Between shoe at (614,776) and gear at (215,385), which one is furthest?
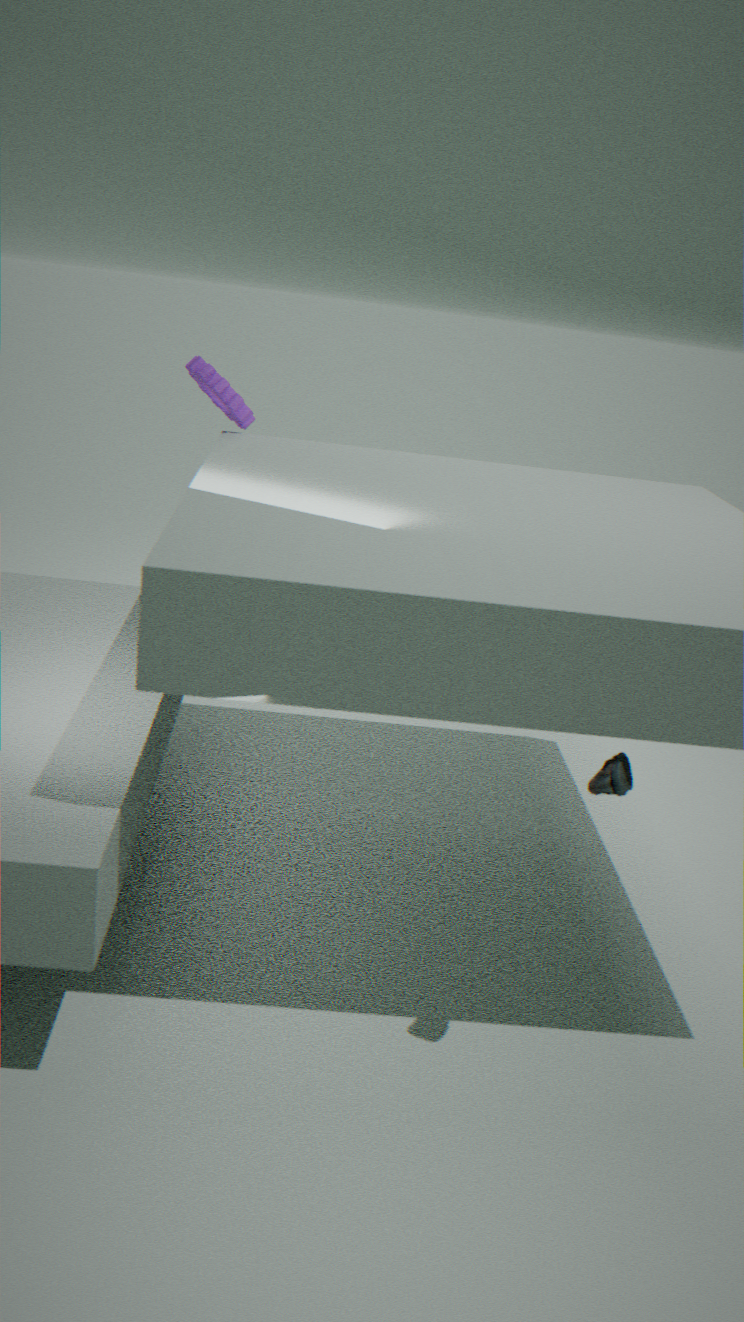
gear at (215,385)
